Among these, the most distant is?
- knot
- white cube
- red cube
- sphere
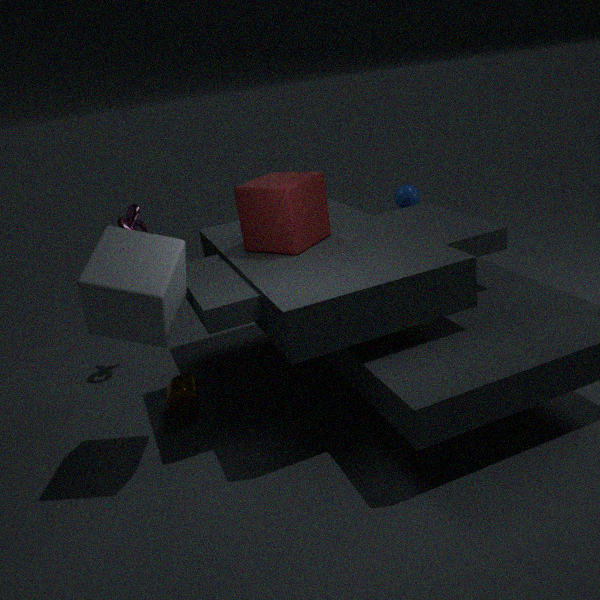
sphere
